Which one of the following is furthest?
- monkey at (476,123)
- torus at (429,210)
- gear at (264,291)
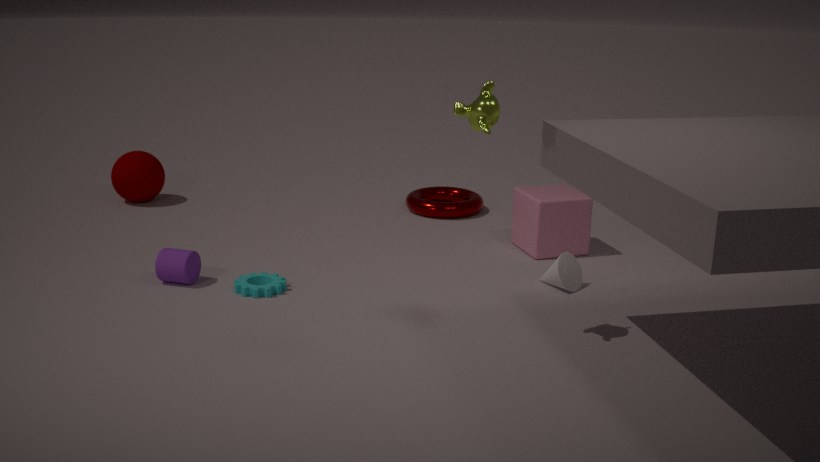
torus at (429,210)
